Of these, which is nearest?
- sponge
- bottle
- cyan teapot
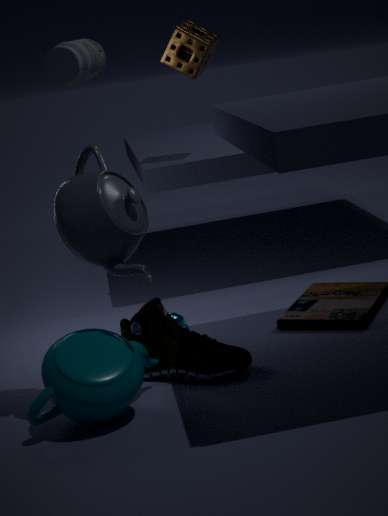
bottle
